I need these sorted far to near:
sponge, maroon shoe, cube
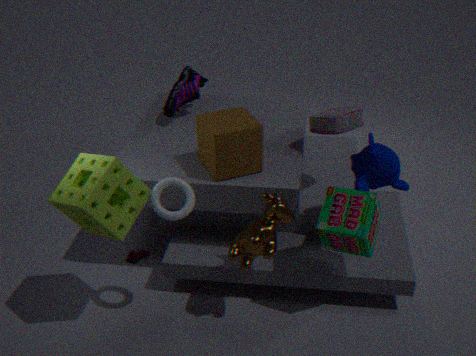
1. maroon shoe
2. cube
3. sponge
